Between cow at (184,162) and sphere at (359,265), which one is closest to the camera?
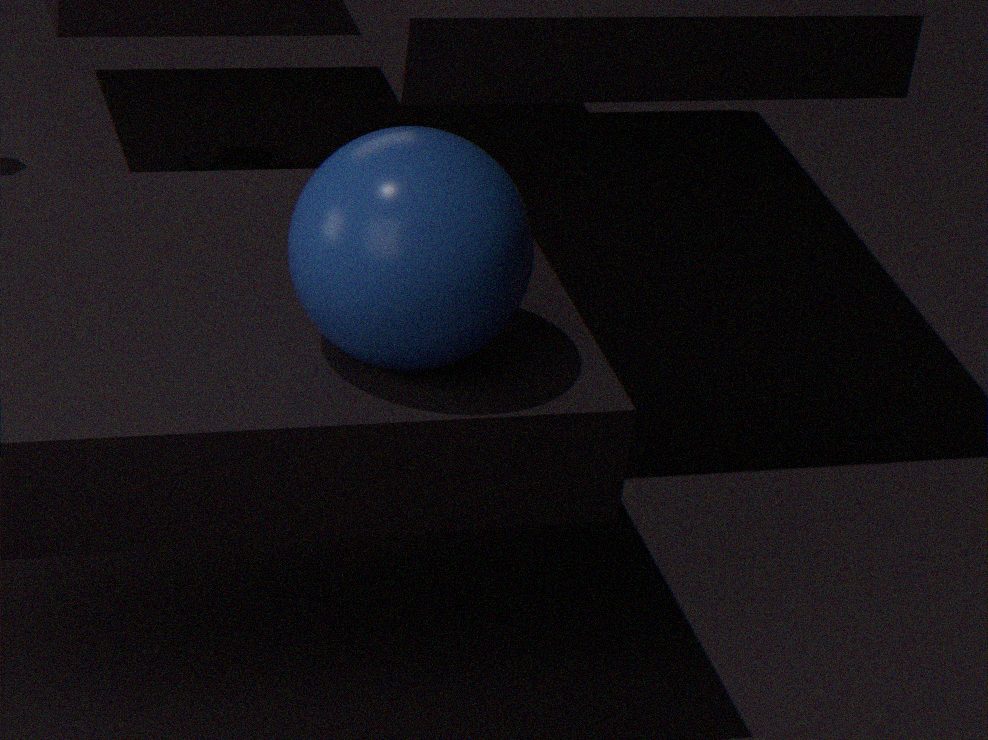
sphere at (359,265)
